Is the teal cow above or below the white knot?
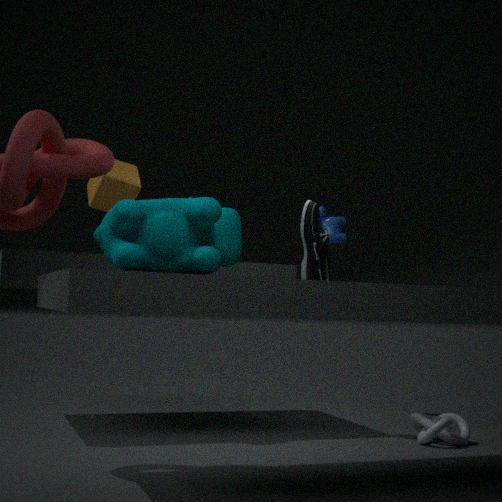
above
